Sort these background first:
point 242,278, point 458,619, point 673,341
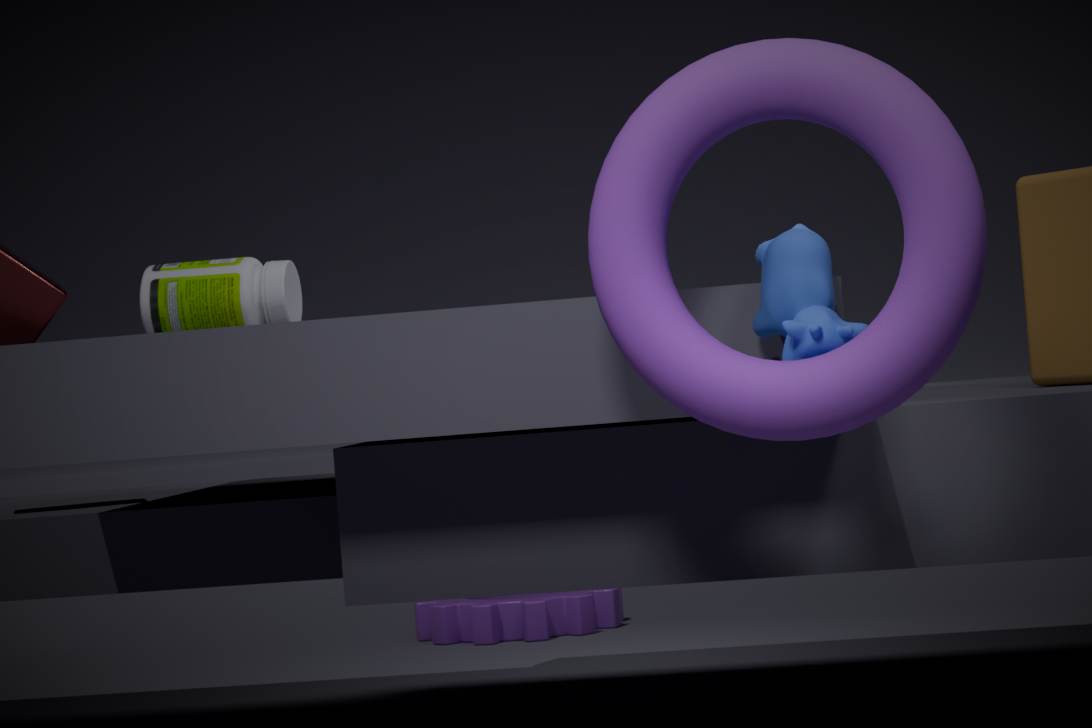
point 458,619 → point 242,278 → point 673,341
